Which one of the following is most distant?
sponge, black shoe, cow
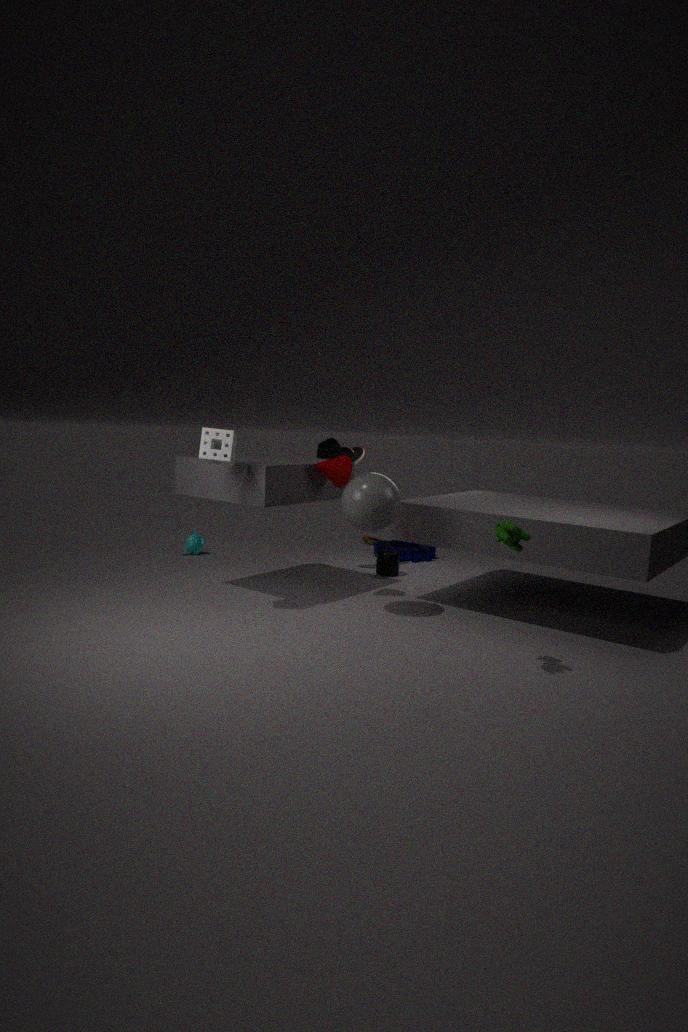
black shoe
